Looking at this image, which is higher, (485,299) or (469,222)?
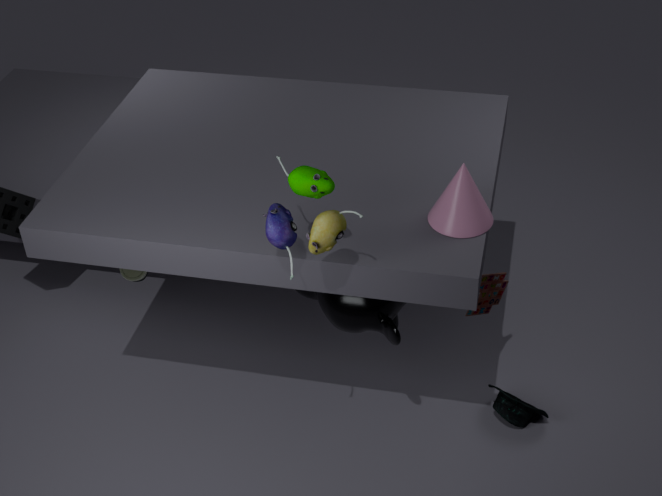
(469,222)
